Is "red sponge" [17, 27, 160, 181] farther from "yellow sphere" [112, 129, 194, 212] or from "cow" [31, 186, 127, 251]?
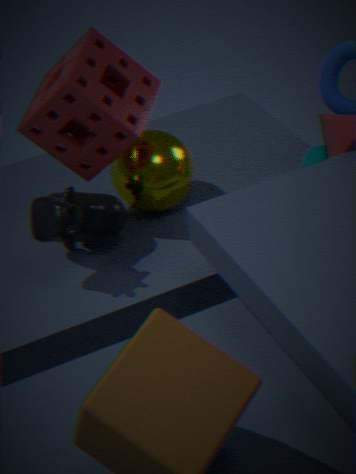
"yellow sphere" [112, 129, 194, 212]
